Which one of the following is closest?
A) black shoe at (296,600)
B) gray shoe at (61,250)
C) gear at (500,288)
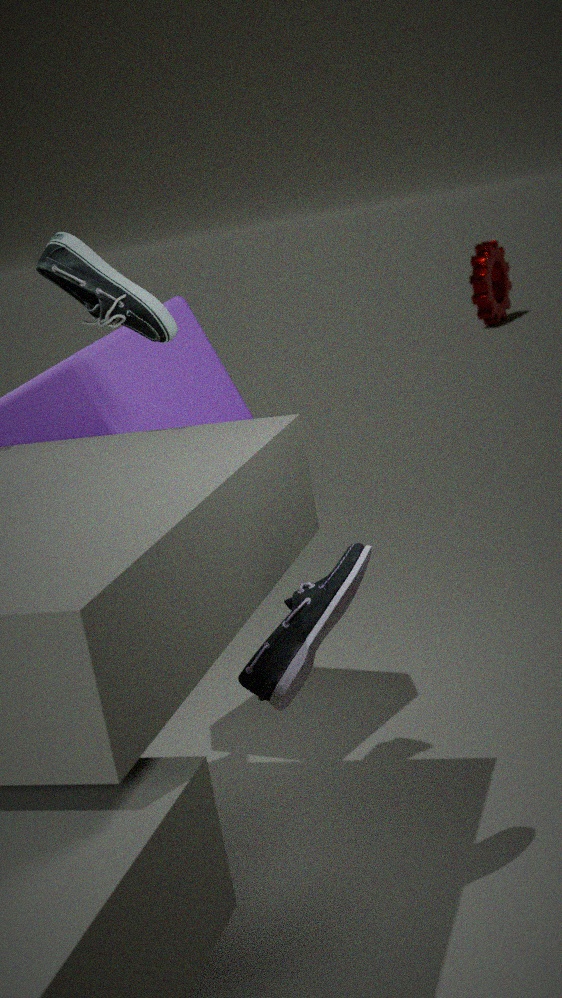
Answer: black shoe at (296,600)
